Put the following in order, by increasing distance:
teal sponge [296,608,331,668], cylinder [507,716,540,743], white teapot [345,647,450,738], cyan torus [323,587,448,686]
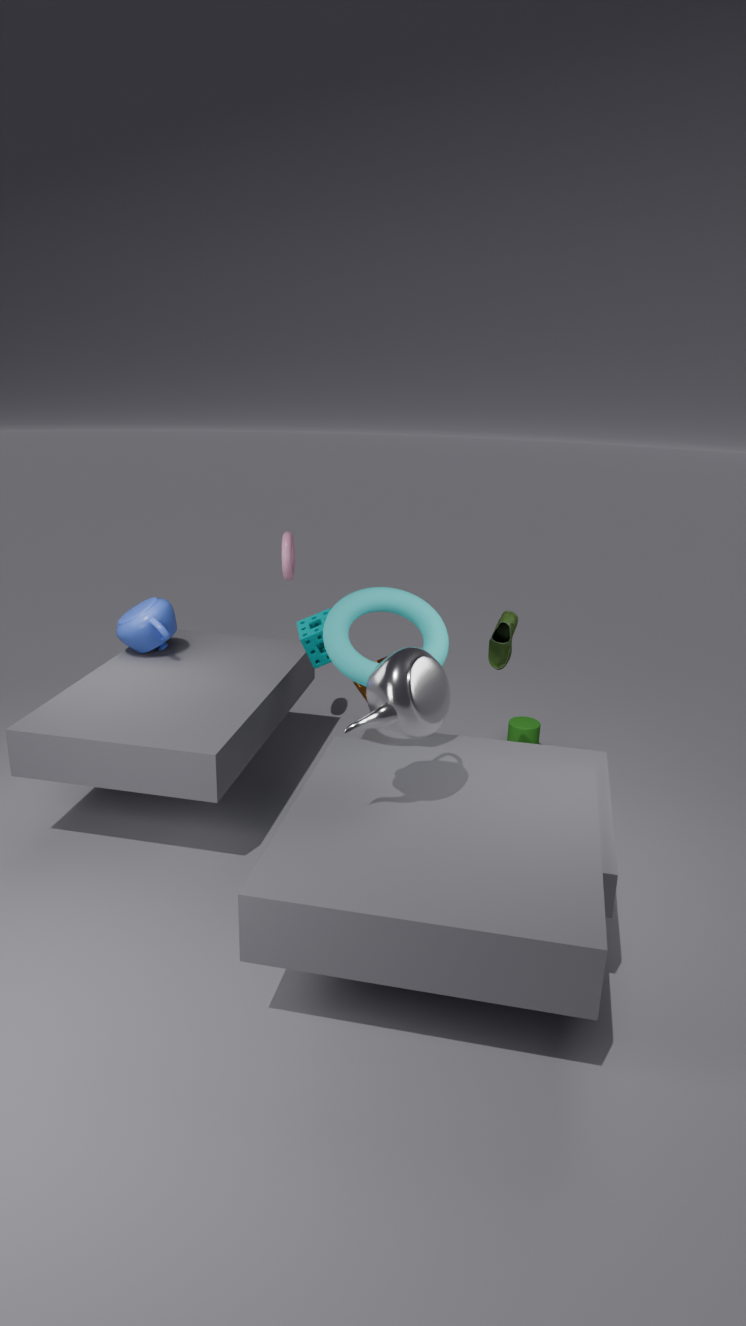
1. white teapot [345,647,450,738]
2. cyan torus [323,587,448,686]
3. teal sponge [296,608,331,668]
4. cylinder [507,716,540,743]
